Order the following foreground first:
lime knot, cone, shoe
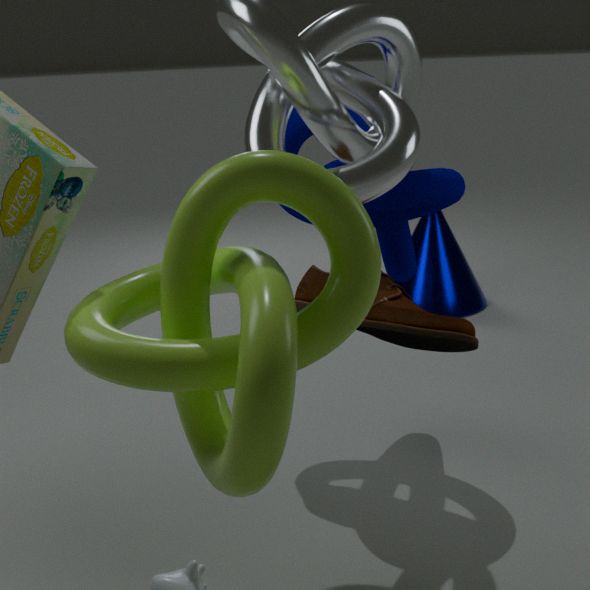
1. lime knot
2. shoe
3. cone
